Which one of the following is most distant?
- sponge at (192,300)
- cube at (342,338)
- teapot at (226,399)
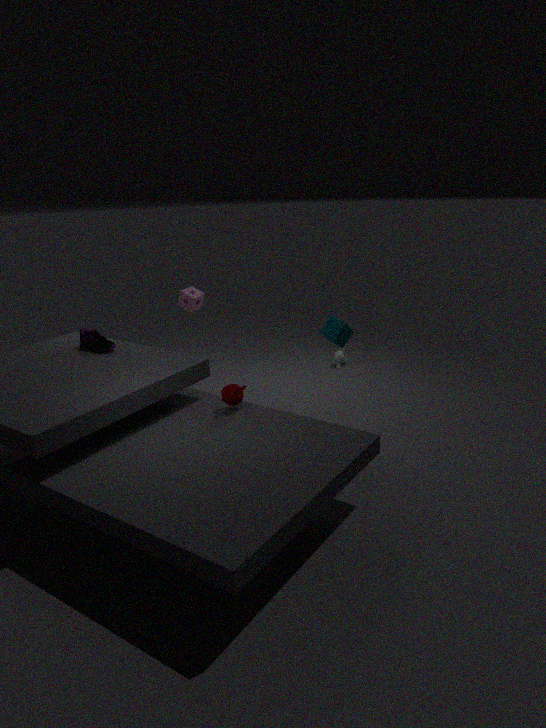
sponge at (192,300)
